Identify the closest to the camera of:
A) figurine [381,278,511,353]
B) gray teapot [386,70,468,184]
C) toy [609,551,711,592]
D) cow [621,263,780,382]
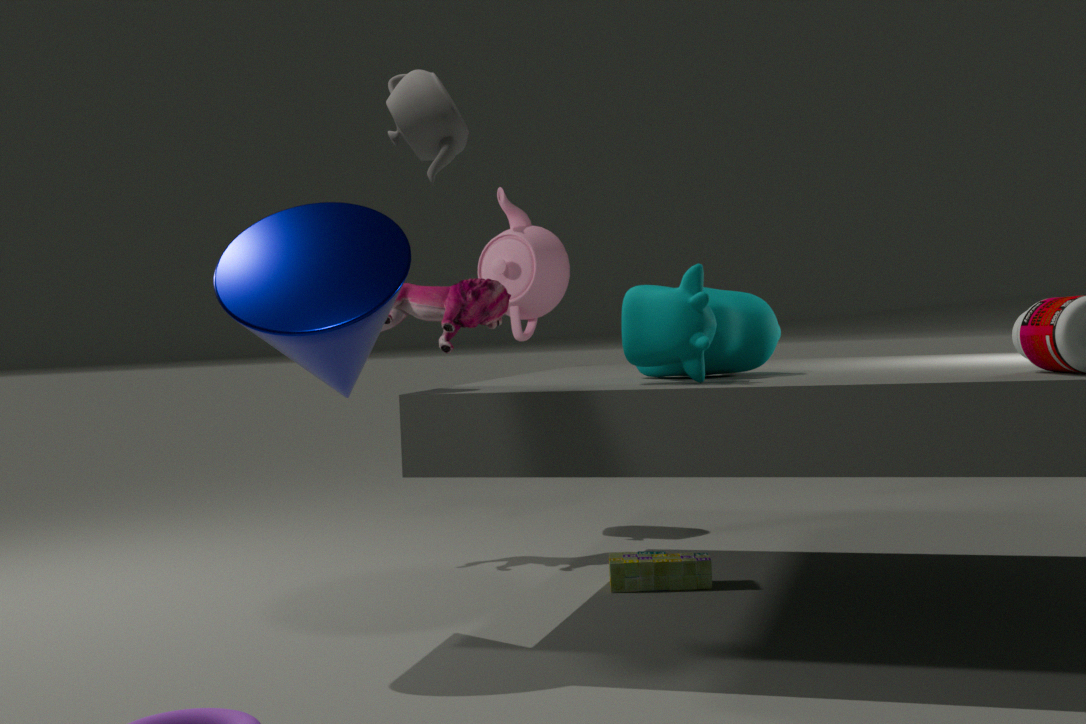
gray teapot [386,70,468,184]
